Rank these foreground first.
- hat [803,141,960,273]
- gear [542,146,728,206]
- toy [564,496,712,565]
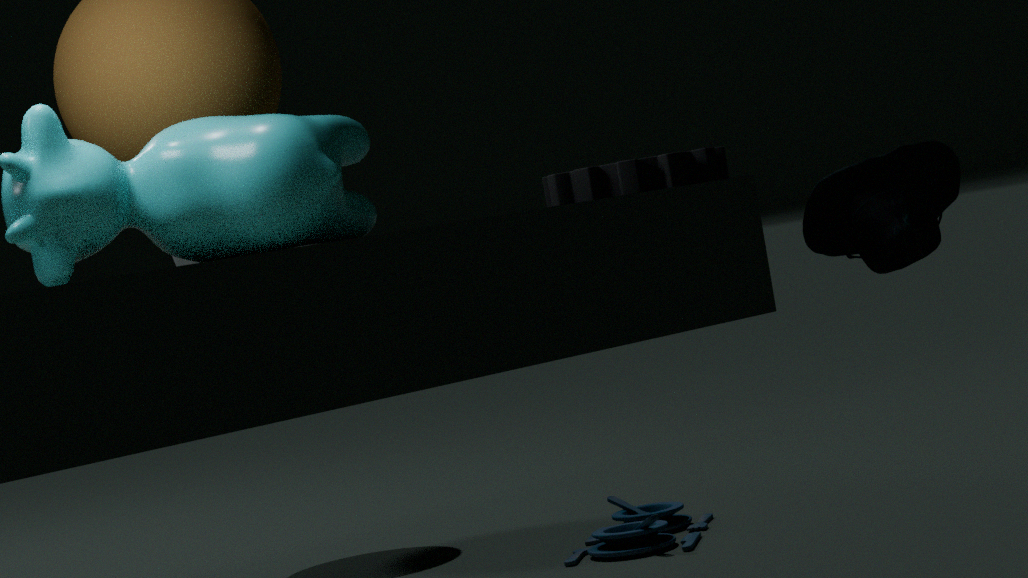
hat [803,141,960,273] < gear [542,146,728,206] < toy [564,496,712,565]
